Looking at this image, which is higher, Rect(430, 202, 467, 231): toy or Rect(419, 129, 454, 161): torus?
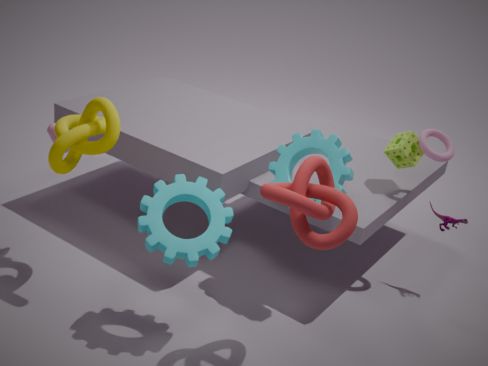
Rect(419, 129, 454, 161): torus
